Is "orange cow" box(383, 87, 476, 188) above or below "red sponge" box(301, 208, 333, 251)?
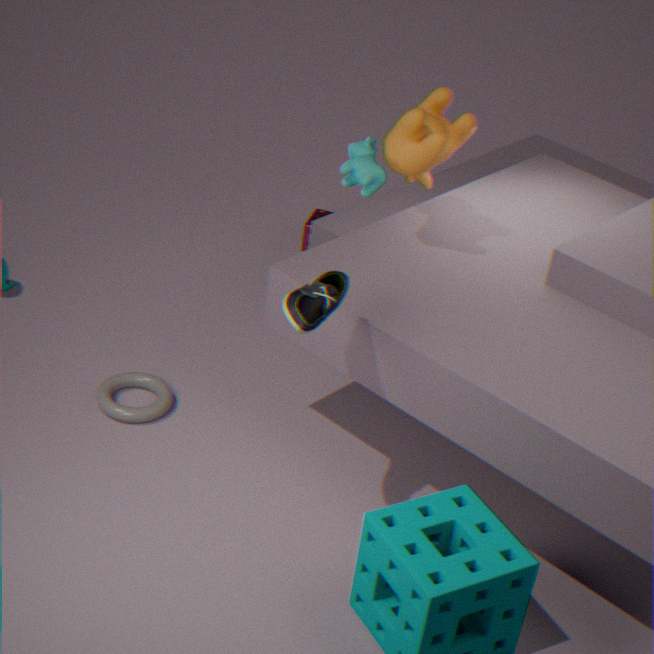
above
